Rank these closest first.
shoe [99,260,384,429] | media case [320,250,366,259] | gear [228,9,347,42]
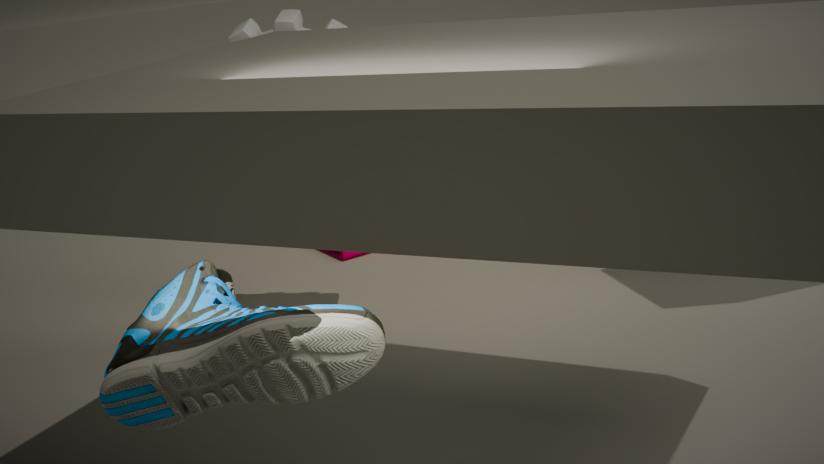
shoe [99,260,384,429], gear [228,9,347,42], media case [320,250,366,259]
